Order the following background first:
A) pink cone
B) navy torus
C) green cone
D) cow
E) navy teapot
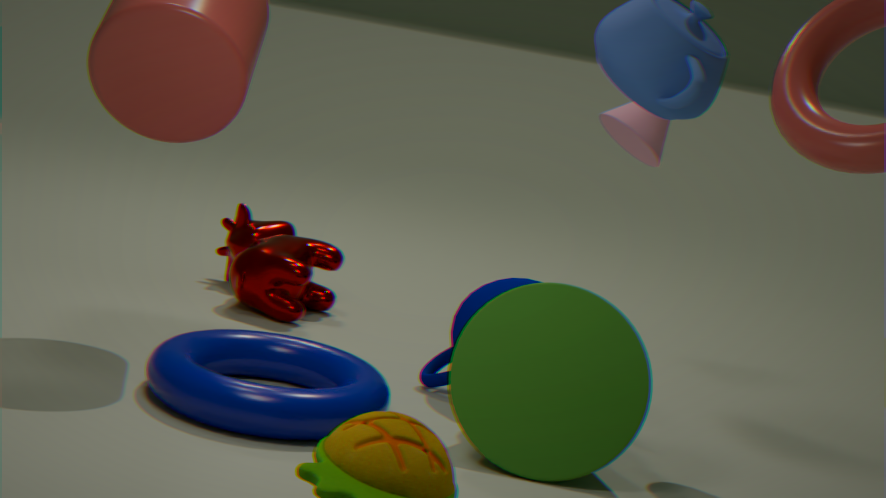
cow, pink cone, navy teapot, green cone, navy torus
